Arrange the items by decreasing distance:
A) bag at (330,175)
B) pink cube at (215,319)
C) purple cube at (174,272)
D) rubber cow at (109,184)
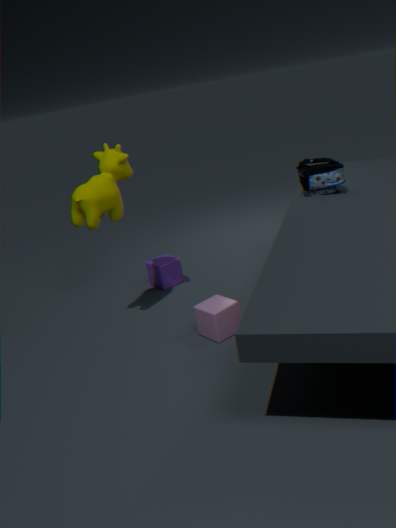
purple cube at (174,272)
bag at (330,175)
rubber cow at (109,184)
pink cube at (215,319)
